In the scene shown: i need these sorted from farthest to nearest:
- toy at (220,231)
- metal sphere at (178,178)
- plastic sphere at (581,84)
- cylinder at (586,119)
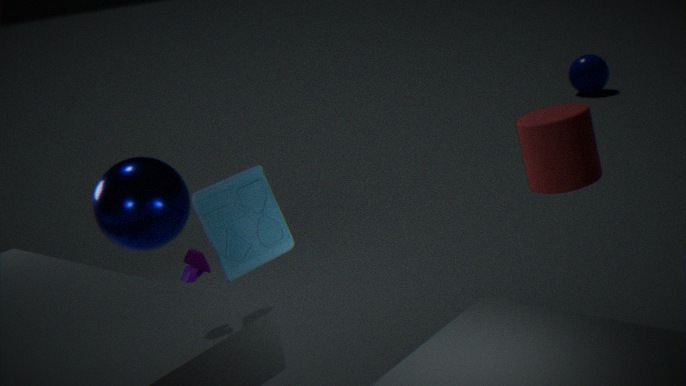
plastic sphere at (581,84)
metal sphere at (178,178)
toy at (220,231)
cylinder at (586,119)
